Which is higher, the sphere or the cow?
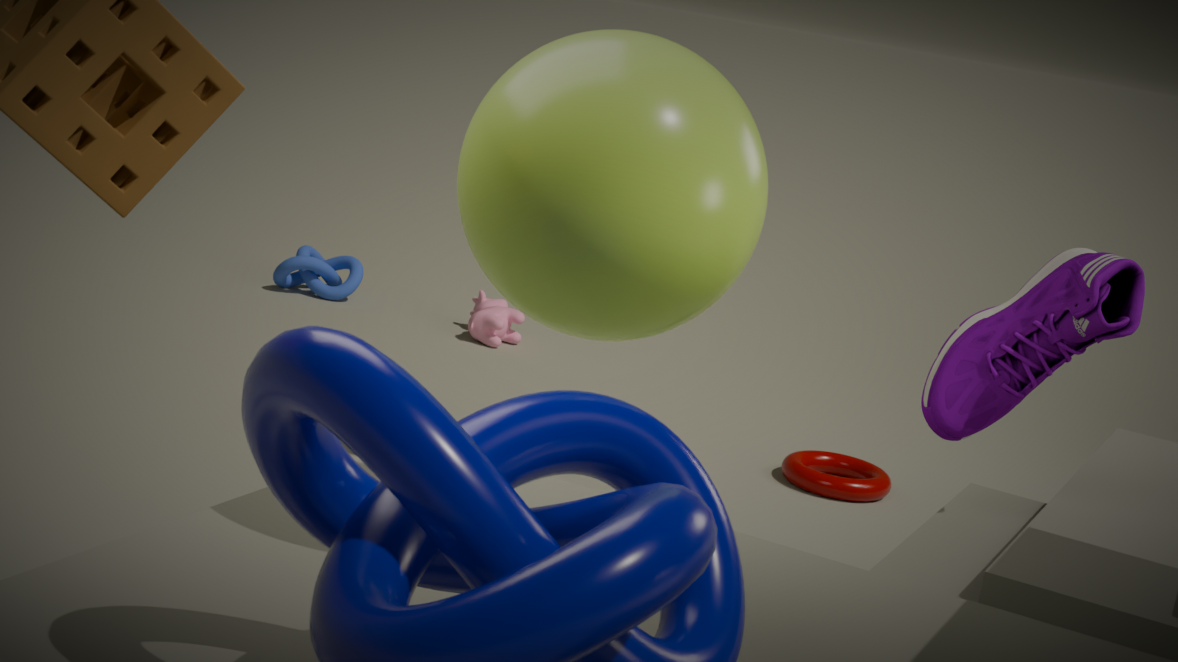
the sphere
